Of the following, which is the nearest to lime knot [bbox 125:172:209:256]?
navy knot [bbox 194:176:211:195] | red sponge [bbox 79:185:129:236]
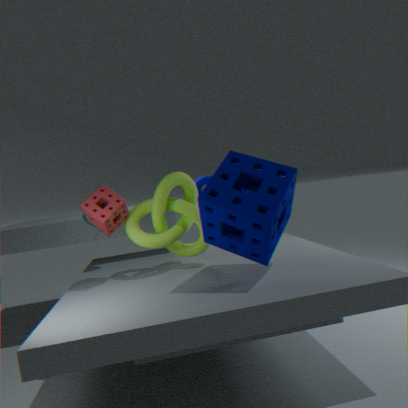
red sponge [bbox 79:185:129:236]
